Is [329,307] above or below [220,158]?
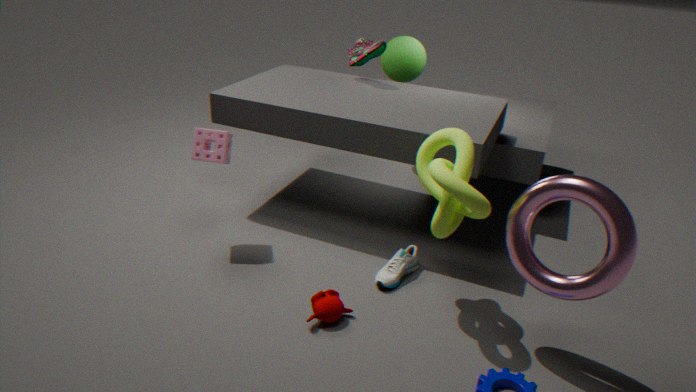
below
